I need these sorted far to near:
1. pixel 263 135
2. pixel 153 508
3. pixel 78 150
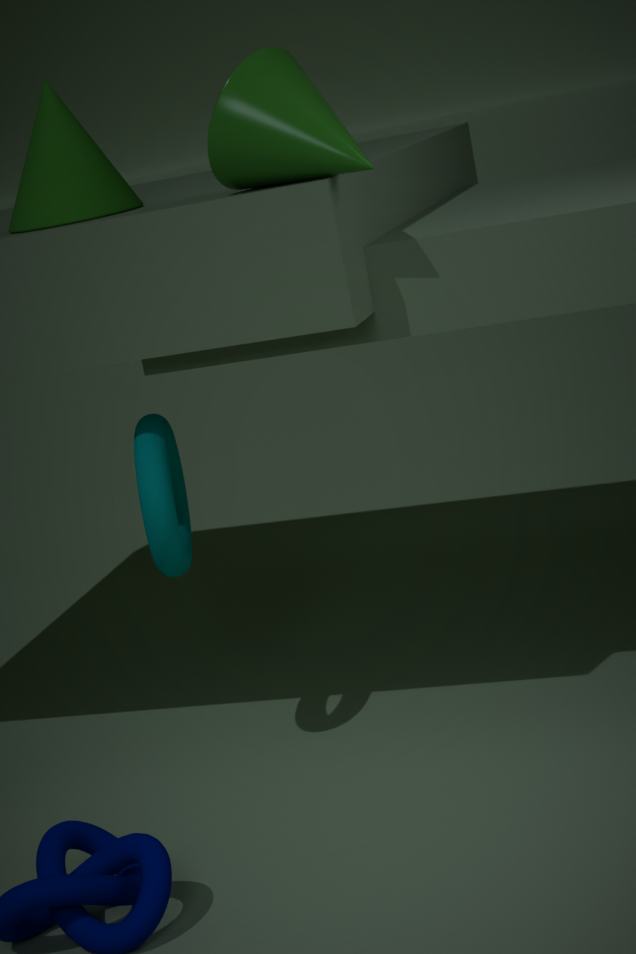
pixel 153 508
pixel 78 150
pixel 263 135
